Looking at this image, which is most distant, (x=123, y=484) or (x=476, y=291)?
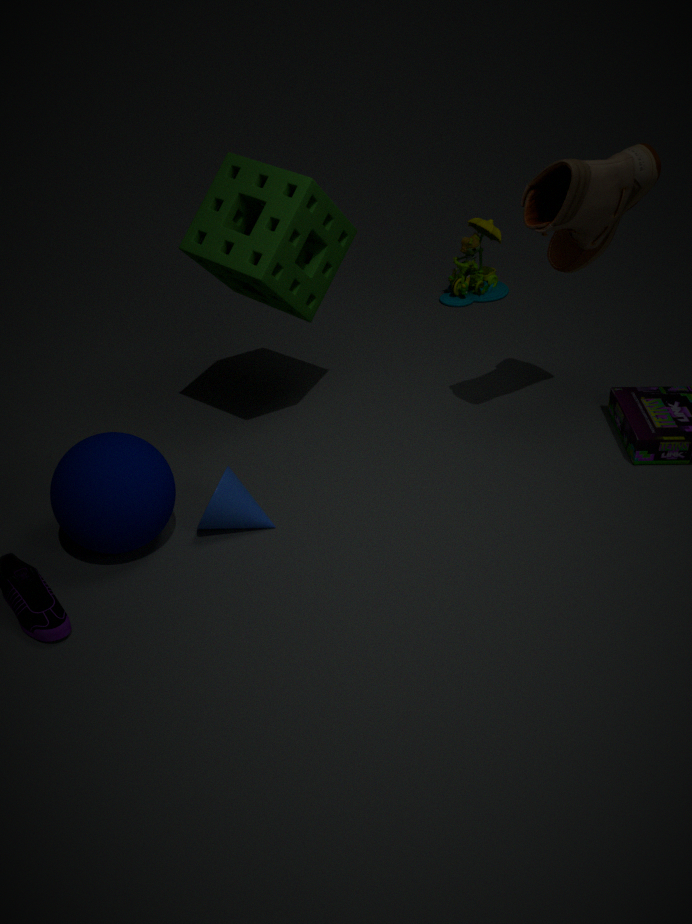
(x=476, y=291)
